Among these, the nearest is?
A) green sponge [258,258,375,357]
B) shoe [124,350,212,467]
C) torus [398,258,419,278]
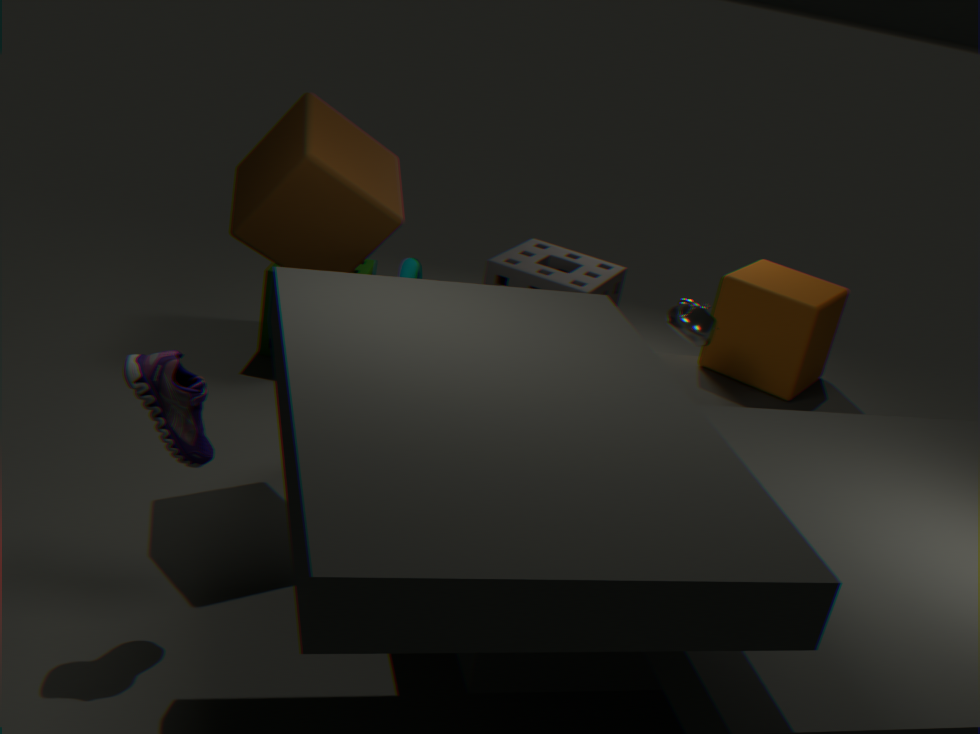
shoe [124,350,212,467]
